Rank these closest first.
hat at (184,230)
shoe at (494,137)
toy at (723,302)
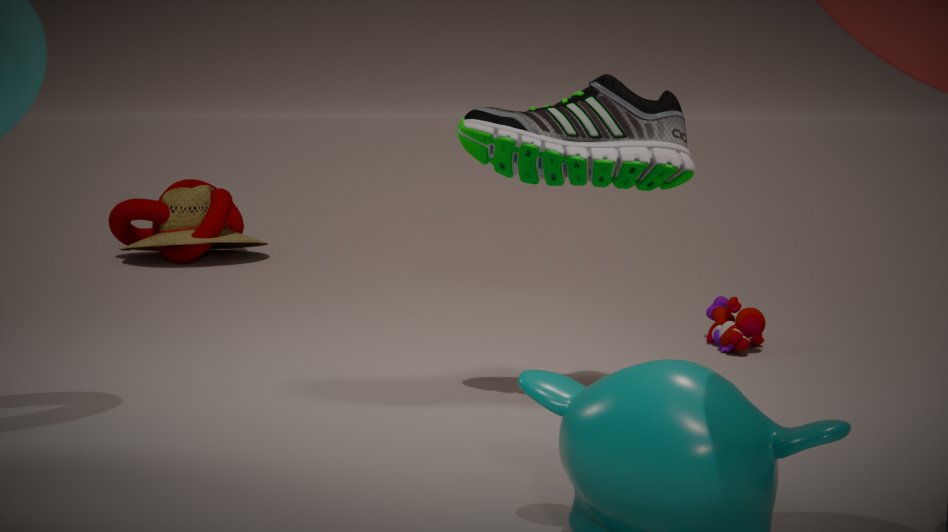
shoe at (494,137) < toy at (723,302) < hat at (184,230)
